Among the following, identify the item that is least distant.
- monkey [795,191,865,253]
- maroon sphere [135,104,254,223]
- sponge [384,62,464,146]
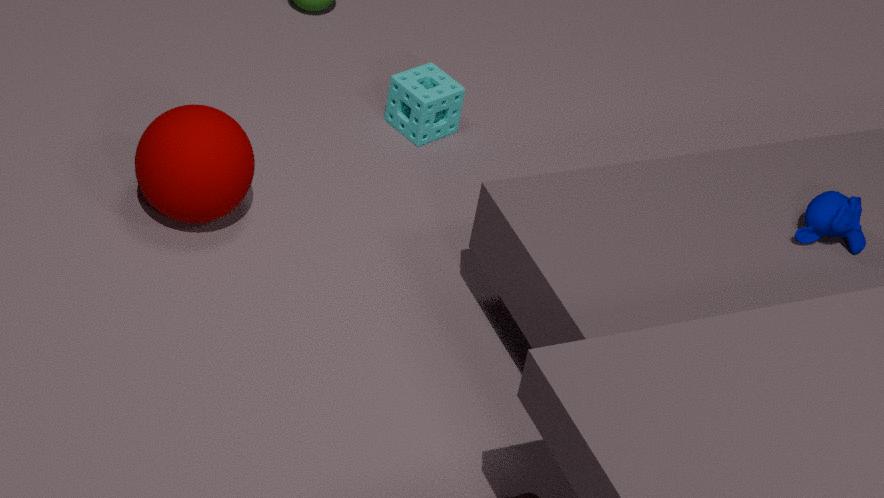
monkey [795,191,865,253]
